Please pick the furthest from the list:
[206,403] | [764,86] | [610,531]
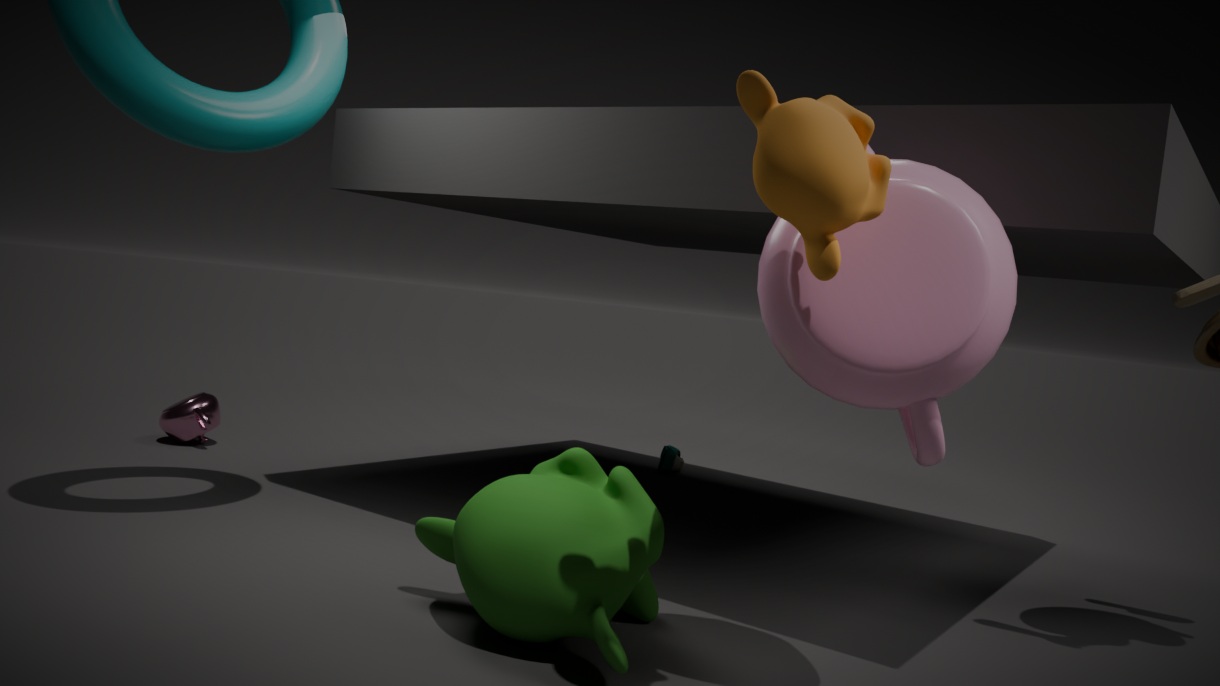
[206,403]
